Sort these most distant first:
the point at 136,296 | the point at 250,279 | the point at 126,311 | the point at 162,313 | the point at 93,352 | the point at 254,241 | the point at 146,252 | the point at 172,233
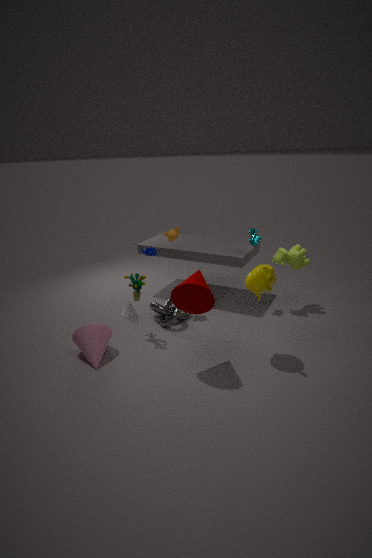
the point at 126,311, the point at 254,241, the point at 146,252, the point at 162,313, the point at 172,233, the point at 136,296, the point at 93,352, the point at 250,279
